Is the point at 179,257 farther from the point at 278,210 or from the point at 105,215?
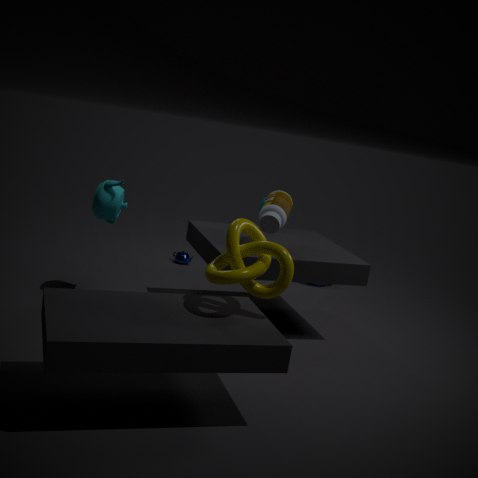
the point at 278,210
